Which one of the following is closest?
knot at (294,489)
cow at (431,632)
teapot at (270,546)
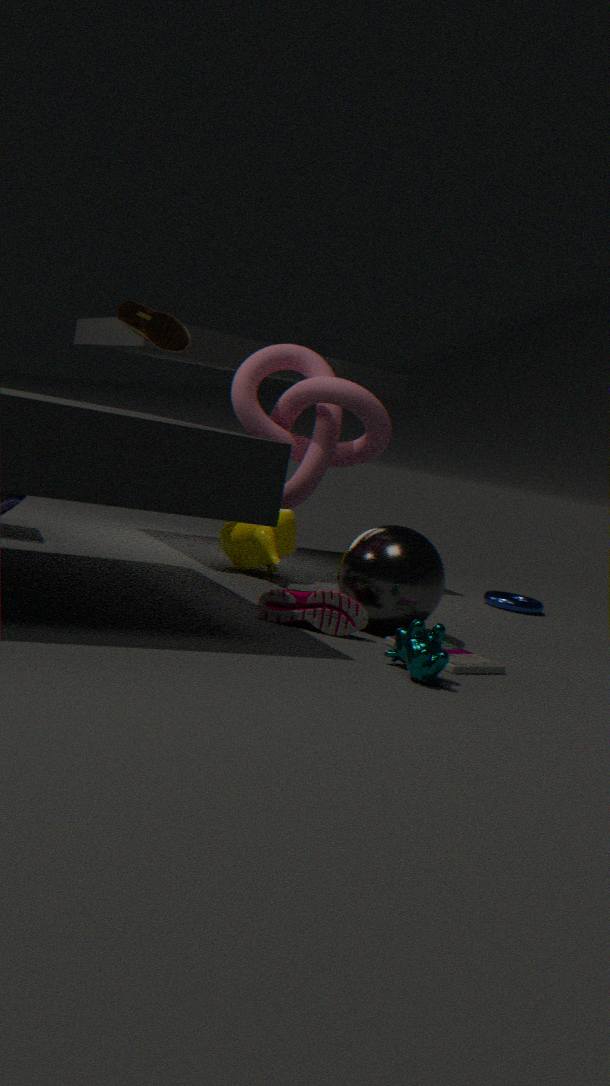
cow at (431,632)
